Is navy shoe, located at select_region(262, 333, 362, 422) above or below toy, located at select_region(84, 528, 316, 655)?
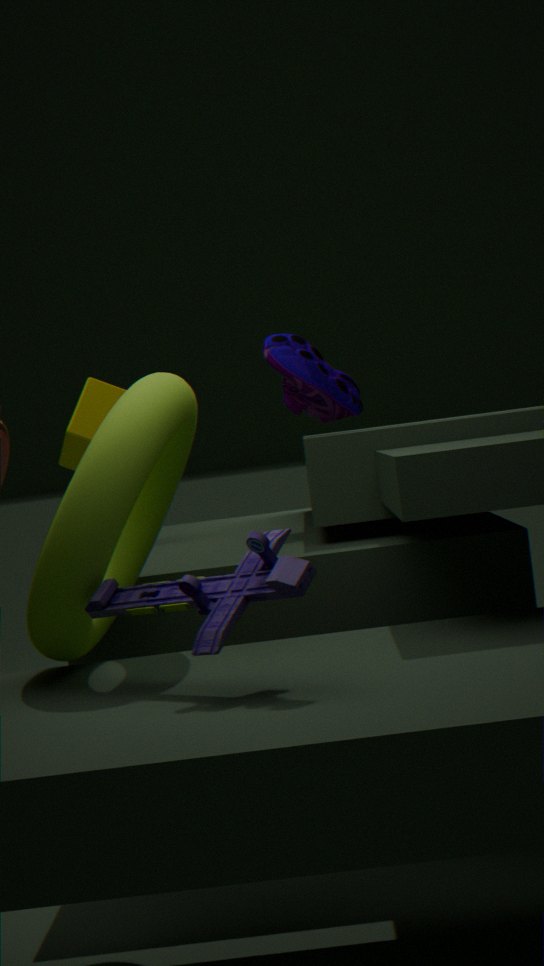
above
